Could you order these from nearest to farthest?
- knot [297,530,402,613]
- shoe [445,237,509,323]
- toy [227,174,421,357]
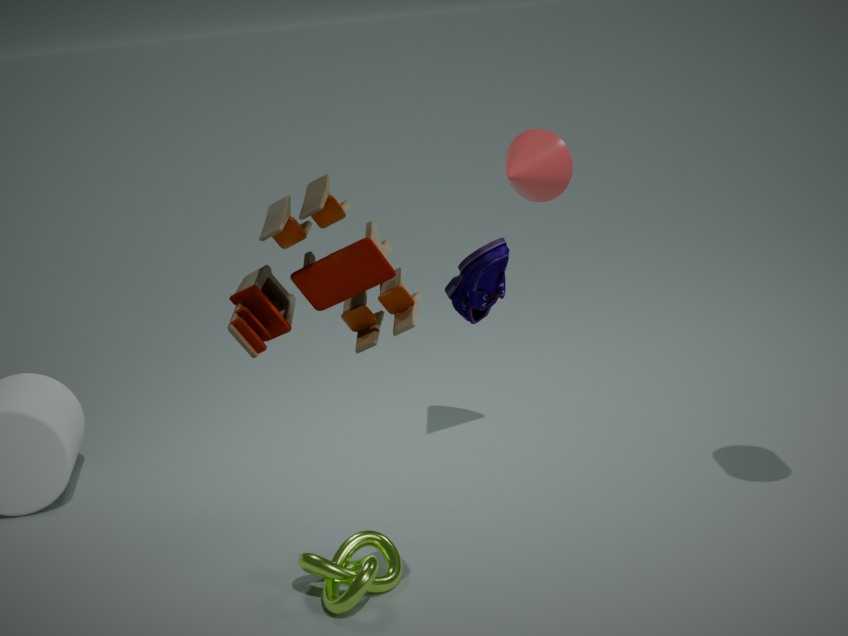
toy [227,174,421,357] → shoe [445,237,509,323] → knot [297,530,402,613]
